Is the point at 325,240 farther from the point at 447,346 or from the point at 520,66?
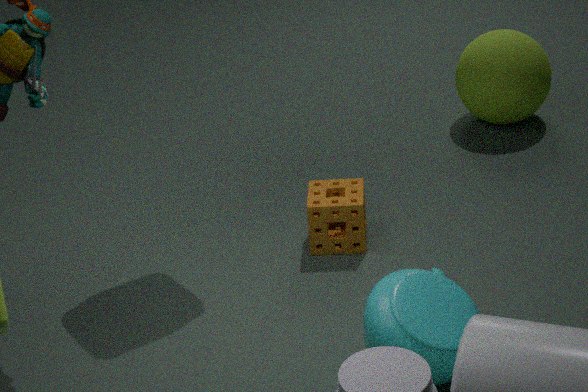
the point at 520,66
